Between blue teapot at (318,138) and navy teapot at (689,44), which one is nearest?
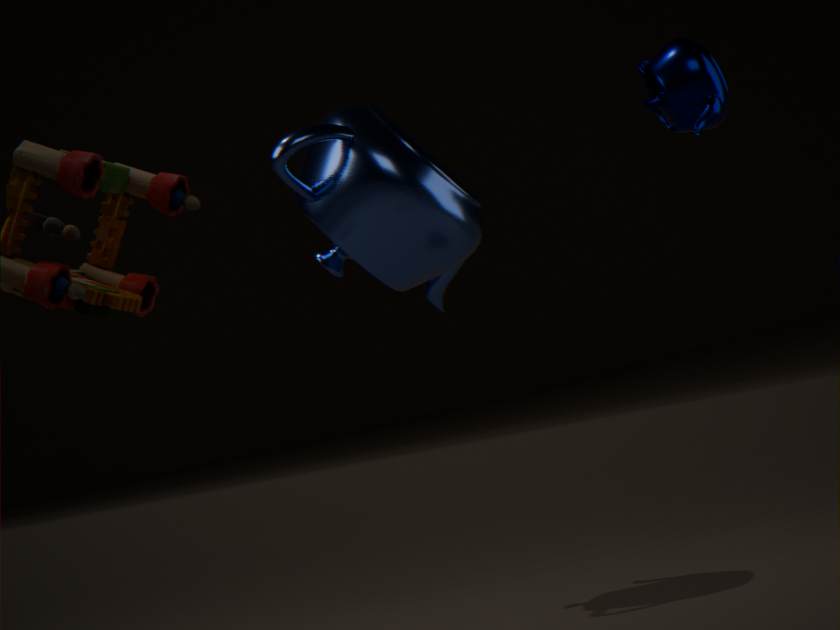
blue teapot at (318,138)
